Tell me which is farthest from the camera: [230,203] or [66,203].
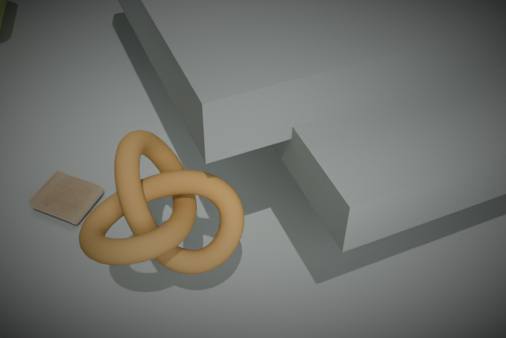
[66,203]
